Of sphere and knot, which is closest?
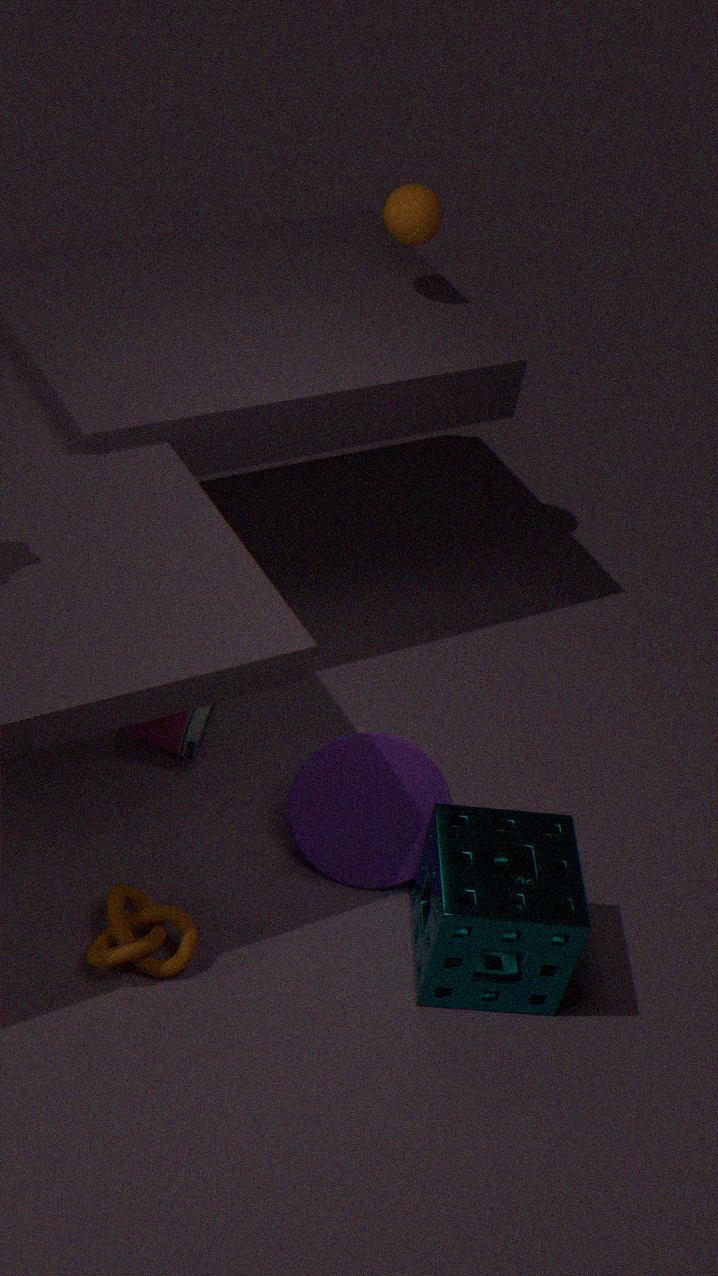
knot
